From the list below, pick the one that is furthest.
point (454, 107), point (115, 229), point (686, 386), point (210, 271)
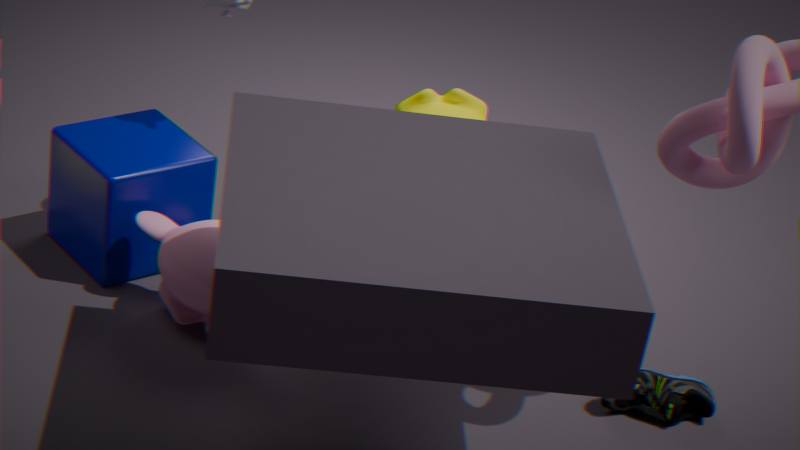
point (454, 107)
